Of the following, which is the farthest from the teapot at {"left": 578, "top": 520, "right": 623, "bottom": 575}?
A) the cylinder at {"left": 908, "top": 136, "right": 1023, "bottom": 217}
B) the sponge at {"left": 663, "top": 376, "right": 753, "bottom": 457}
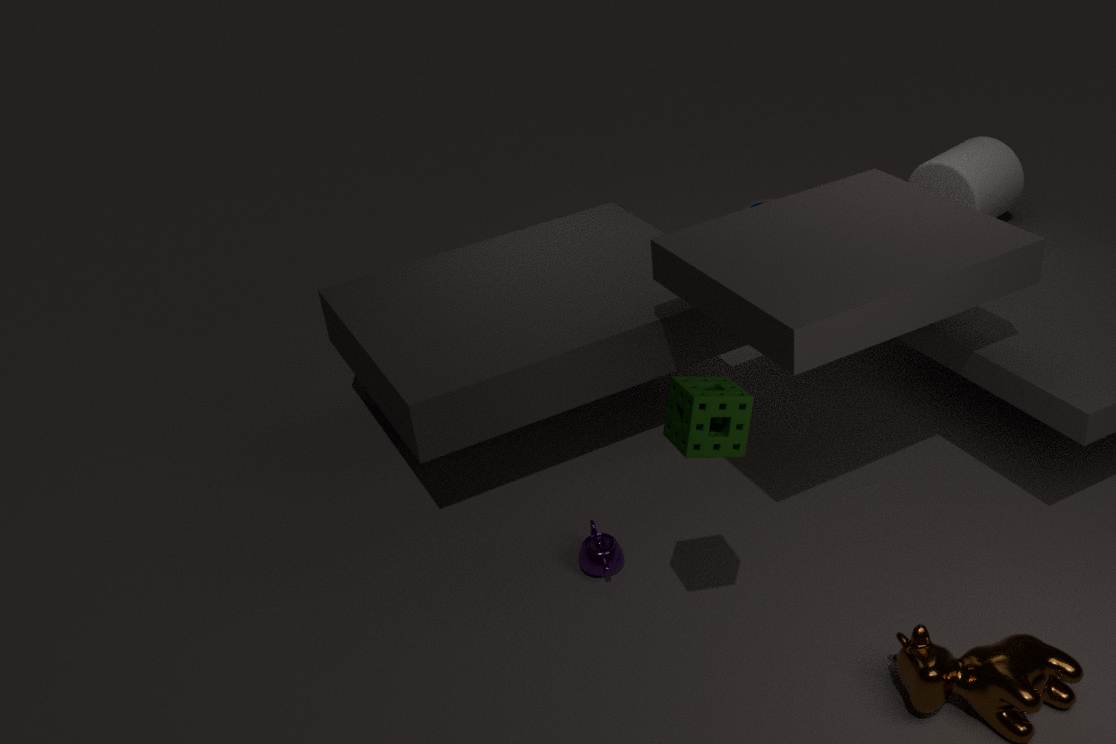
the cylinder at {"left": 908, "top": 136, "right": 1023, "bottom": 217}
